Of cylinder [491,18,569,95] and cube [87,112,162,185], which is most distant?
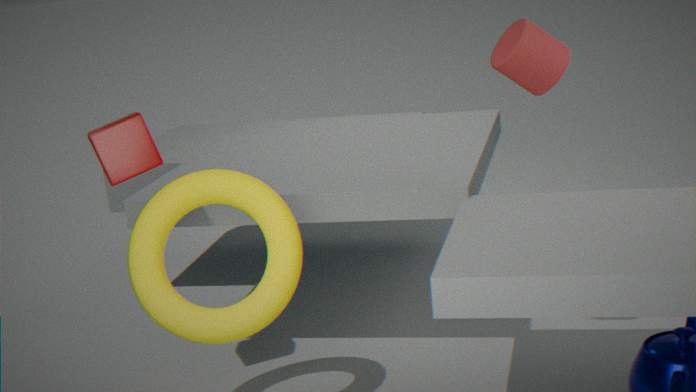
cube [87,112,162,185]
